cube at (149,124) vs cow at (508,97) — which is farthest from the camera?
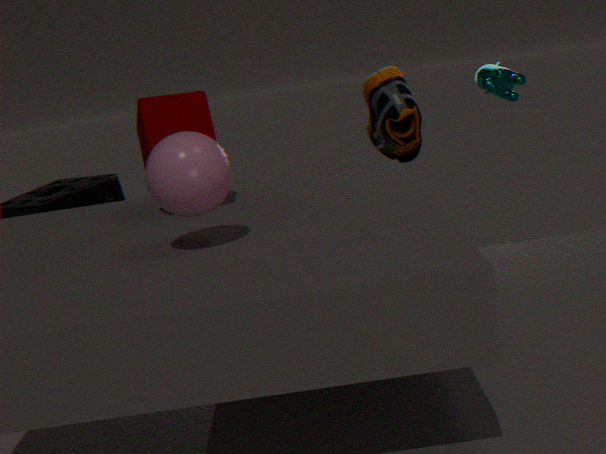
cow at (508,97)
